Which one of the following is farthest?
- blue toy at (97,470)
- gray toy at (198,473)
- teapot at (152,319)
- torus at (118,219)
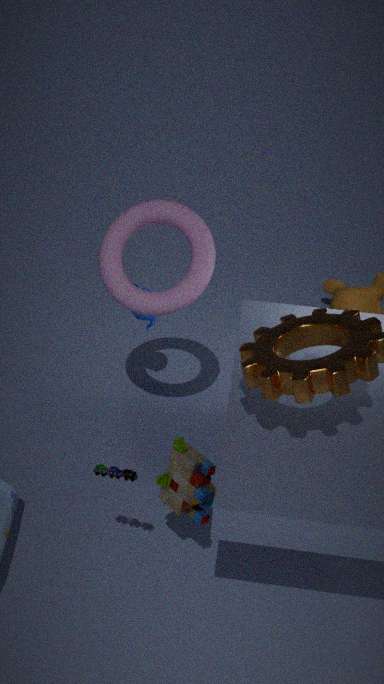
teapot at (152,319)
